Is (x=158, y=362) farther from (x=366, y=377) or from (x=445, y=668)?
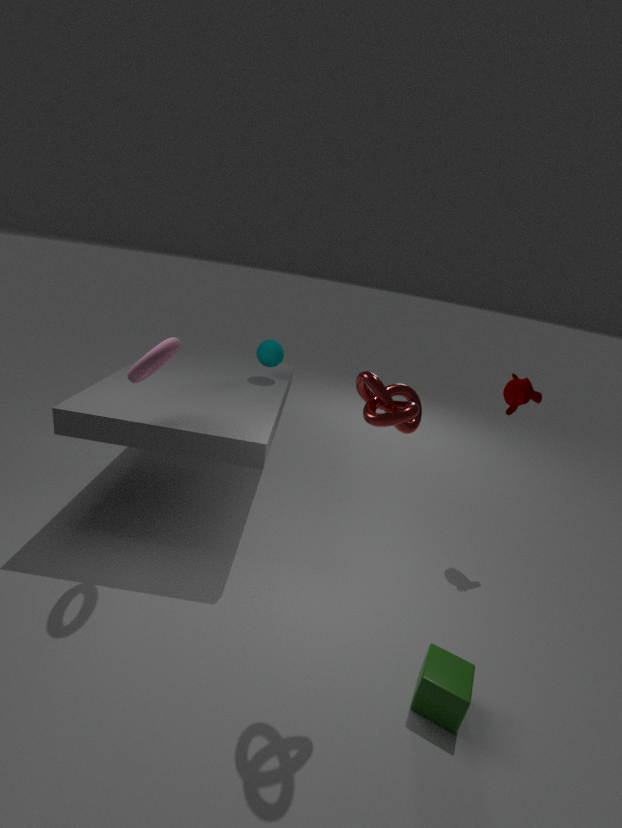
(x=445, y=668)
